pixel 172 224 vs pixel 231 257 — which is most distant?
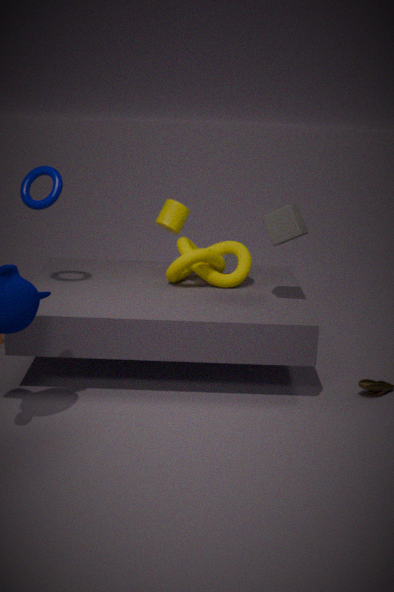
pixel 231 257
